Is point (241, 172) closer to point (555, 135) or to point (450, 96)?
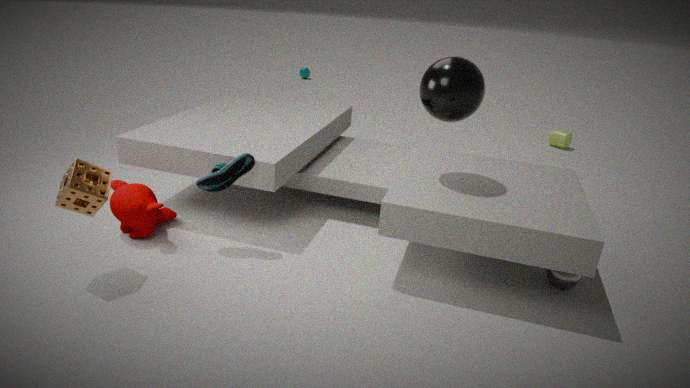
point (450, 96)
